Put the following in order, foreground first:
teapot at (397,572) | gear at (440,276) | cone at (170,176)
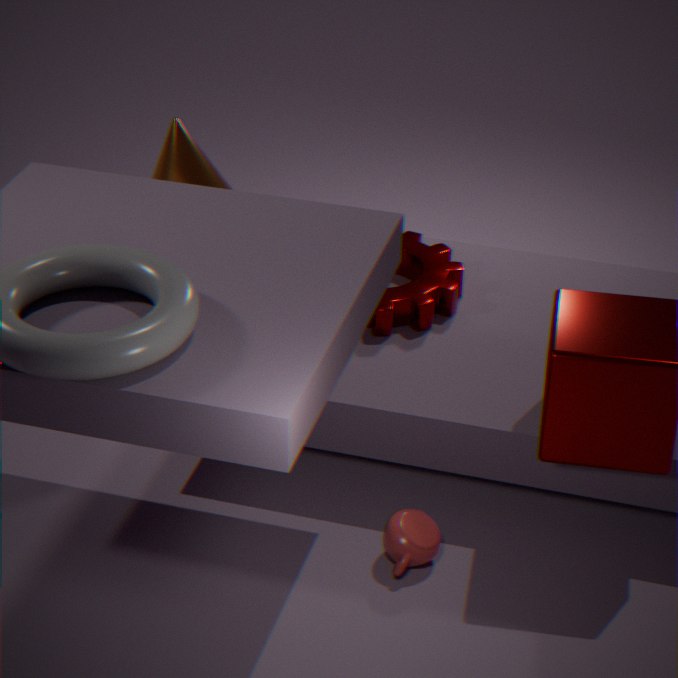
teapot at (397,572) → cone at (170,176) → gear at (440,276)
